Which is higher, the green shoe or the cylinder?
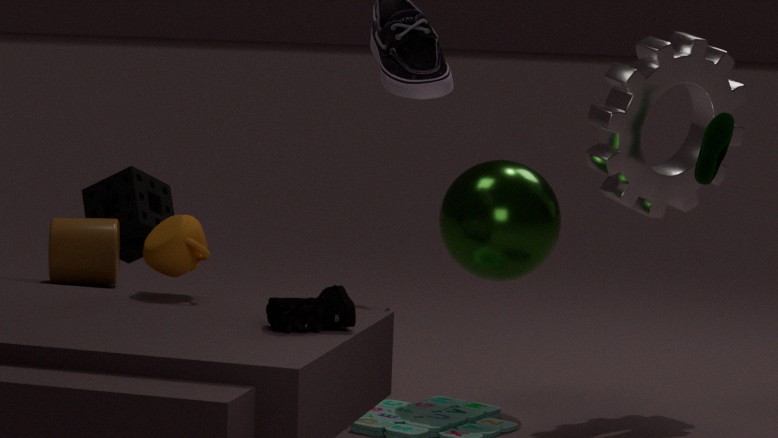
the green shoe
